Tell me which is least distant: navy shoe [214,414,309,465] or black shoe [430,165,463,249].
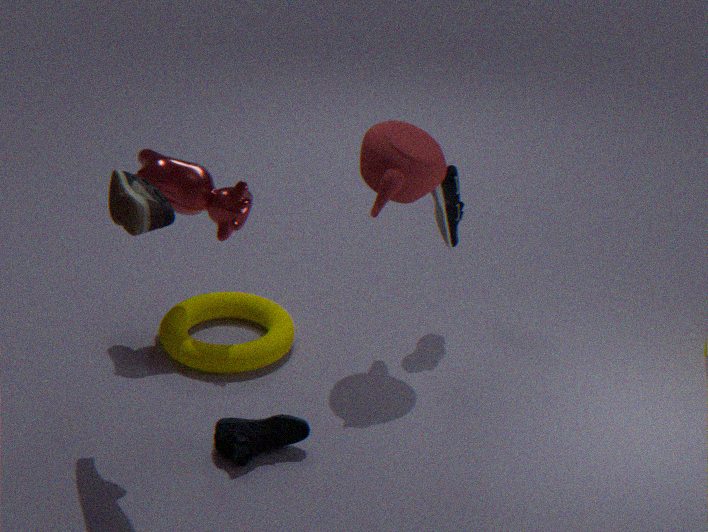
navy shoe [214,414,309,465]
